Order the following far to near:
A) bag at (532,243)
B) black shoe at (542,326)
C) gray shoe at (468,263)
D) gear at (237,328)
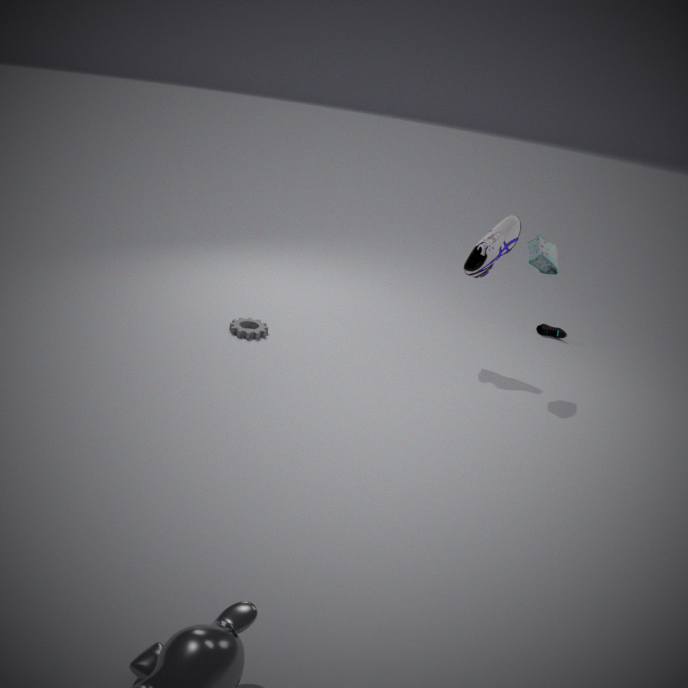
black shoe at (542,326), gear at (237,328), gray shoe at (468,263), bag at (532,243)
